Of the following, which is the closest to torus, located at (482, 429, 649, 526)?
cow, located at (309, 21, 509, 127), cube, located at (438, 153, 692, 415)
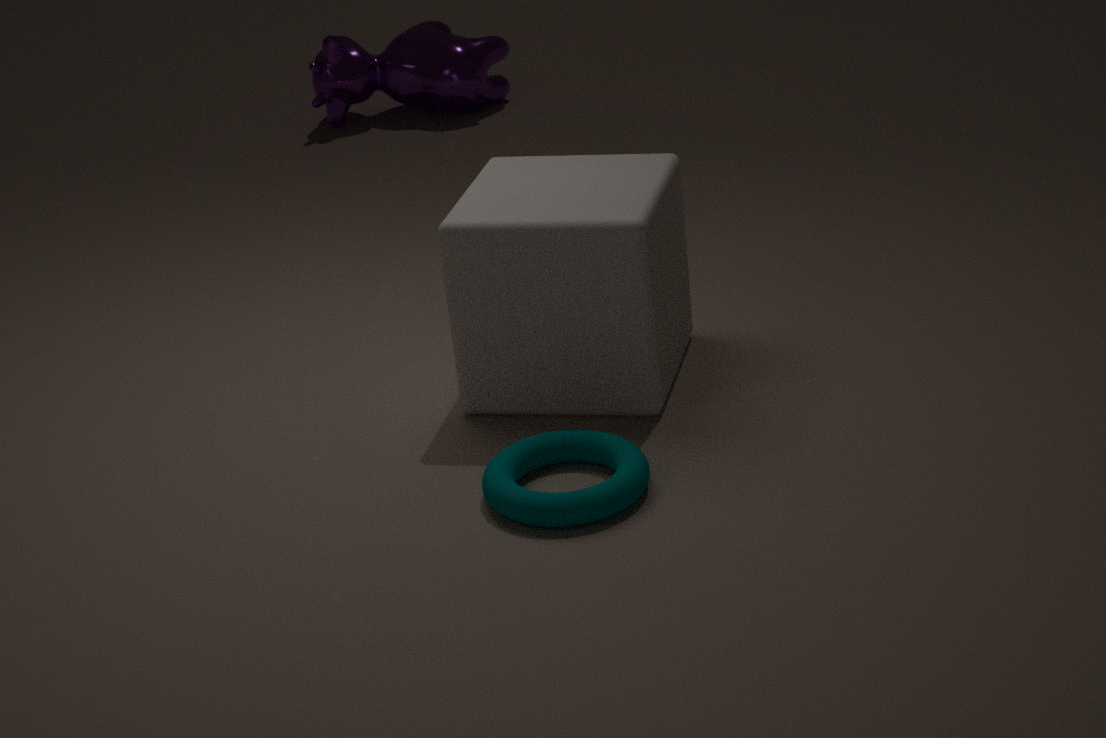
cube, located at (438, 153, 692, 415)
